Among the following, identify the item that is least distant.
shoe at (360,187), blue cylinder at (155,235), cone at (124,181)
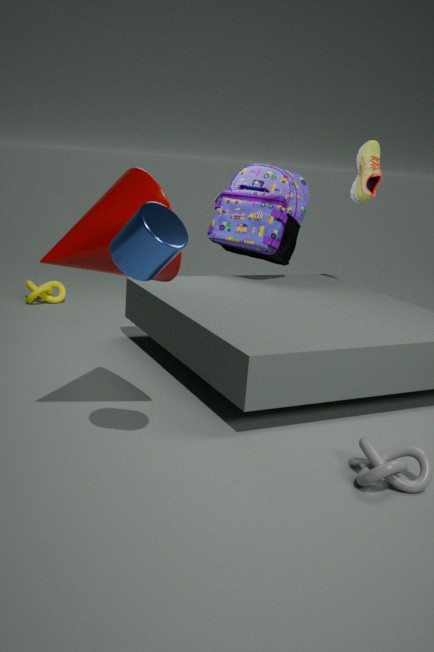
blue cylinder at (155,235)
